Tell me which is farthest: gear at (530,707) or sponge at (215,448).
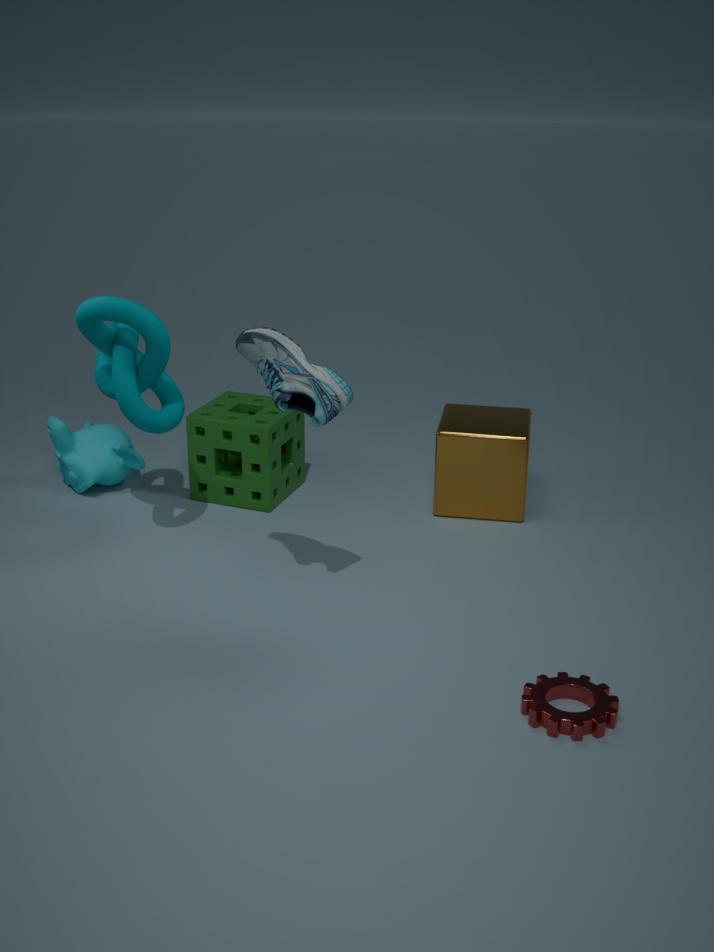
sponge at (215,448)
